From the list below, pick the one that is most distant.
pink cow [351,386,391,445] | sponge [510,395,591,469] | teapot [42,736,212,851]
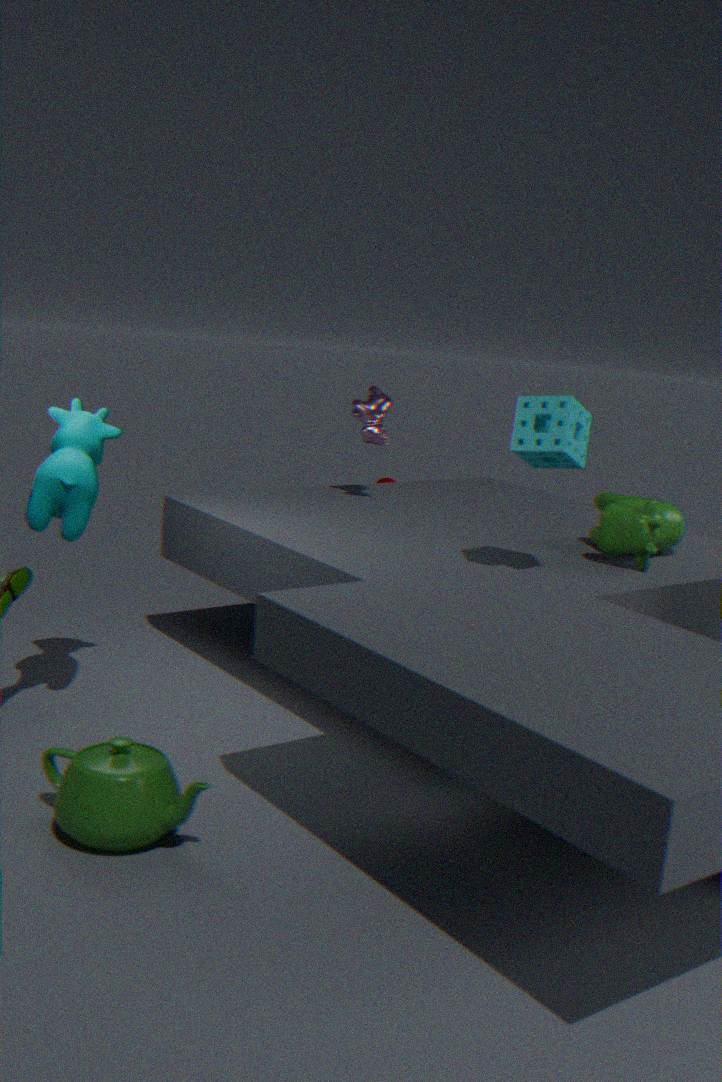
pink cow [351,386,391,445]
